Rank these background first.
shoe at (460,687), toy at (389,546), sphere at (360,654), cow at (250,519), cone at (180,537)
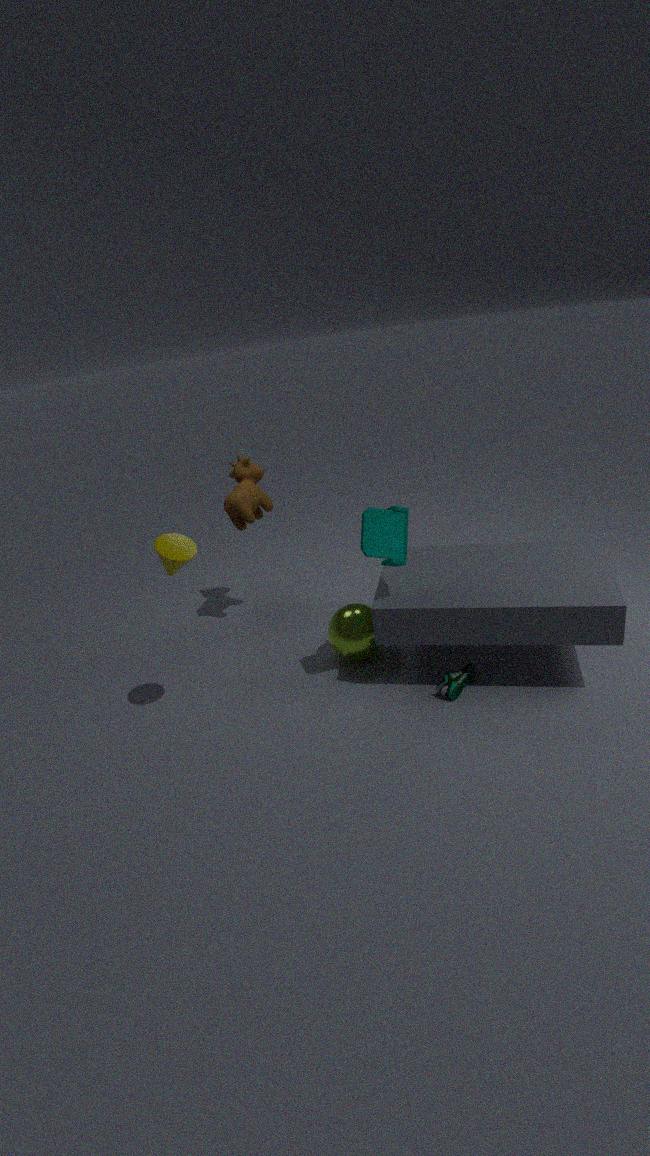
cow at (250,519)
sphere at (360,654)
shoe at (460,687)
toy at (389,546)
cone at (180,537)
